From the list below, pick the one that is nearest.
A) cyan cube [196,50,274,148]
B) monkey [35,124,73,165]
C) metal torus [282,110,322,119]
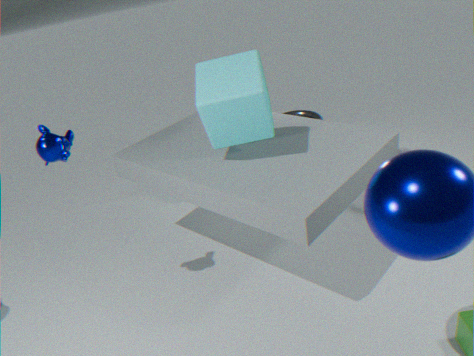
monkey [35,124,73,165]
